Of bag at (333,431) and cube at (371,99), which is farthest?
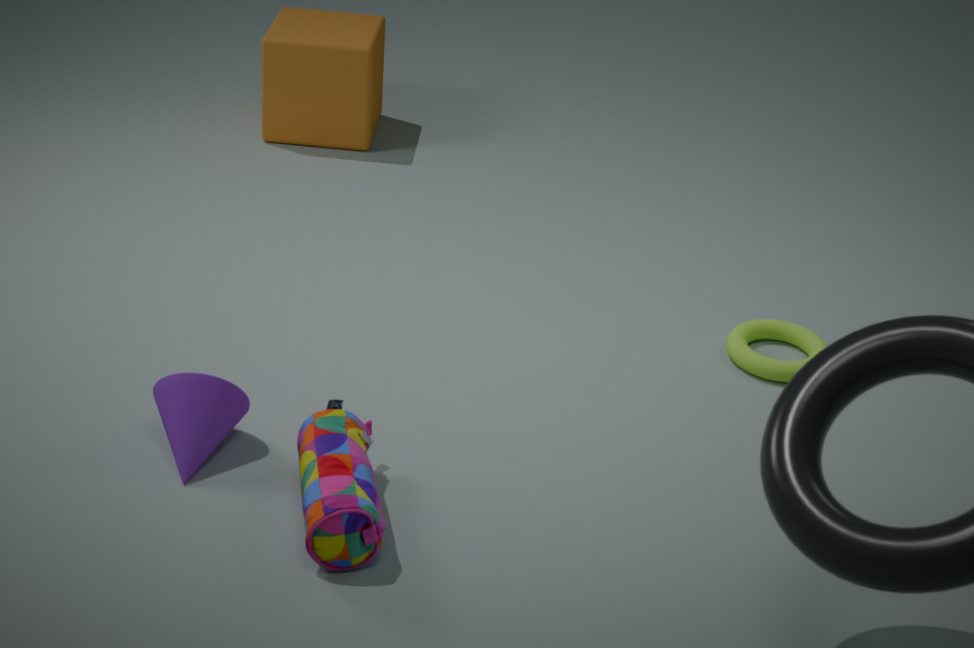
cube at (371,99)
